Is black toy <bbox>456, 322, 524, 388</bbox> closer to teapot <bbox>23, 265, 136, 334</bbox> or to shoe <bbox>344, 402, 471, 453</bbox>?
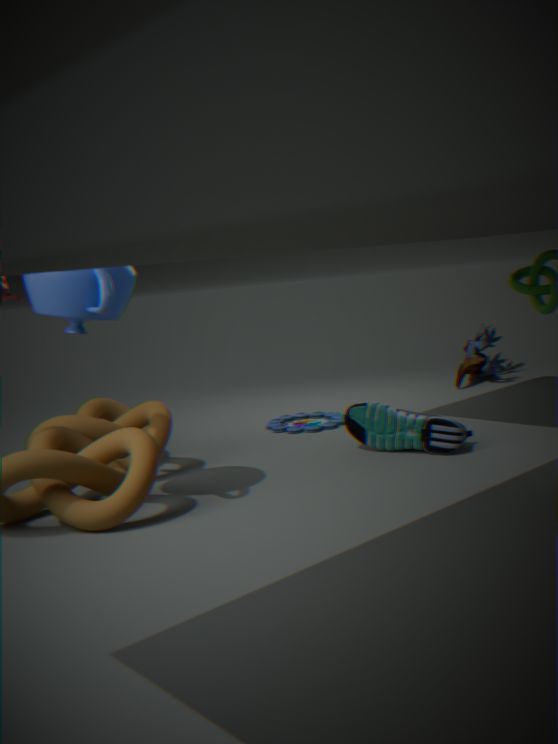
shoe <bbox>344, 402, 471, 453</bbox>
